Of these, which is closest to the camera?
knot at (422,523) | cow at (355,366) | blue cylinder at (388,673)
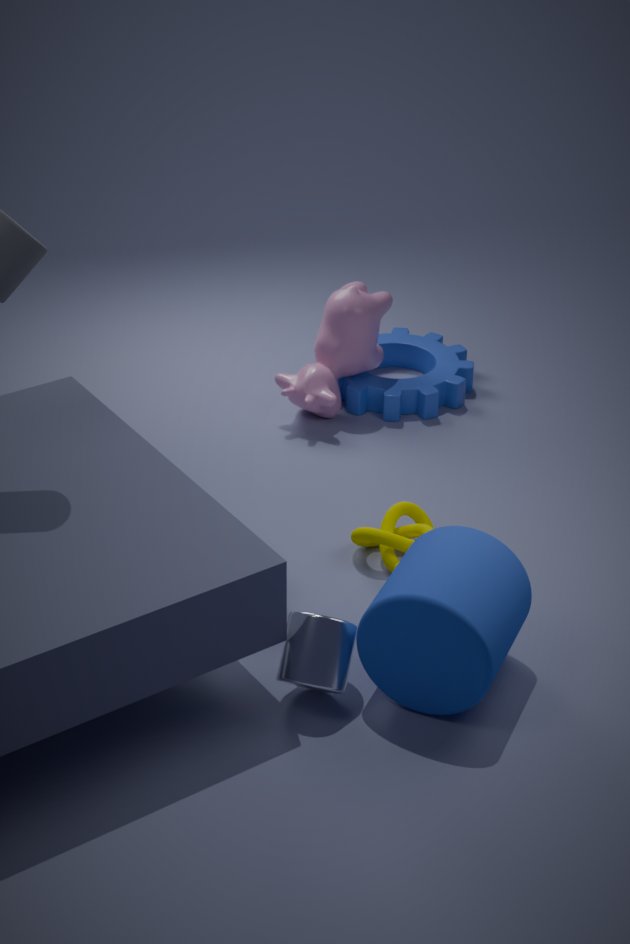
blue cylinder at (388,673)
